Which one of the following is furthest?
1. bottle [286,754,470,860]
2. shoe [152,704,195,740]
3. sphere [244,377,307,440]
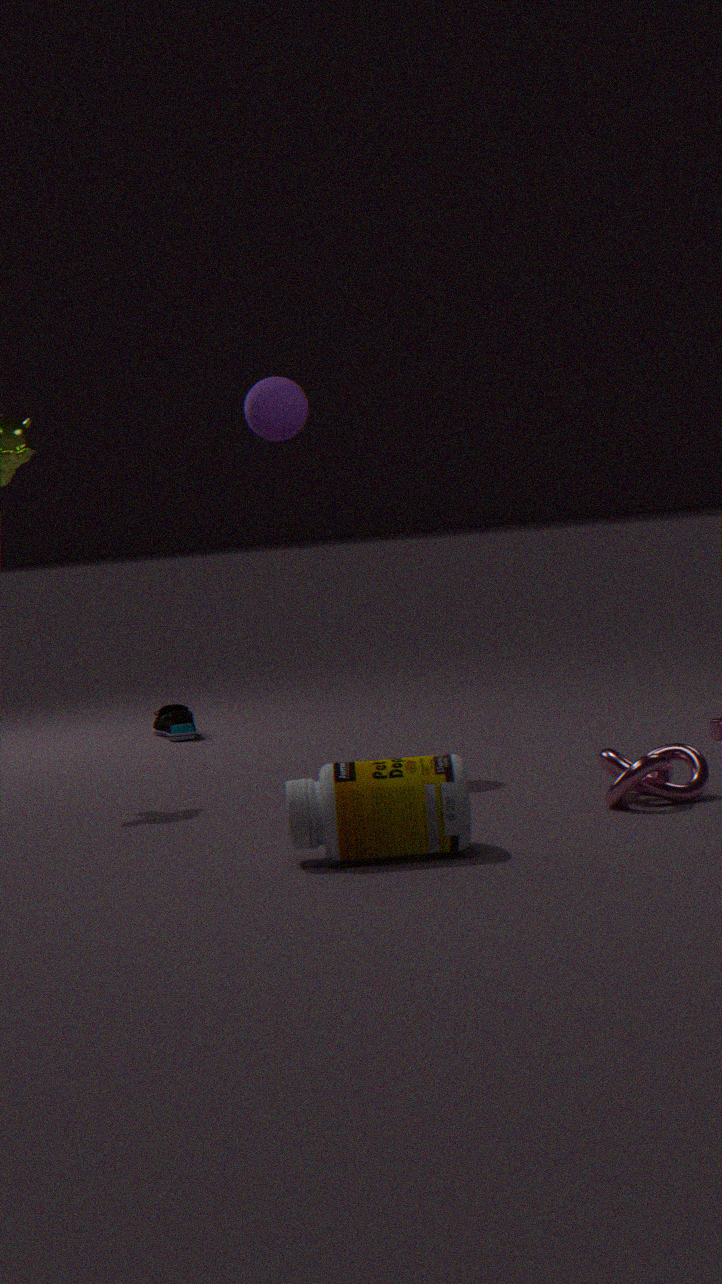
shoe [152,704,195,740]
